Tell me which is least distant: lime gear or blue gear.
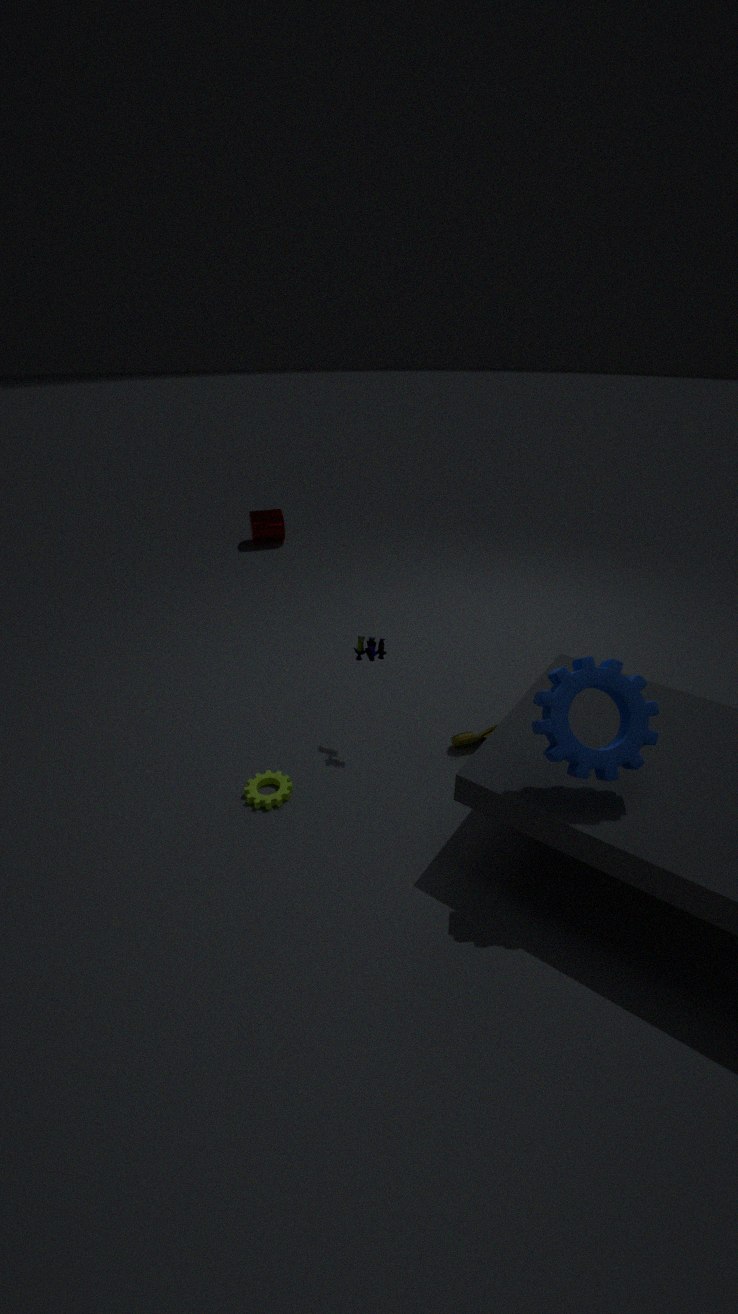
blue gear
